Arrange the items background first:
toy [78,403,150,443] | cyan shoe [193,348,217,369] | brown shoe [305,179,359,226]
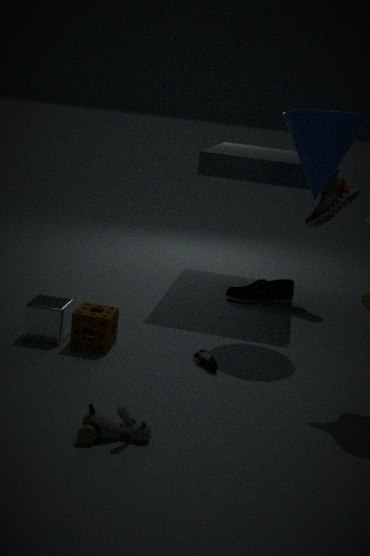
brown shoe [305,179,359,226]
cyan shoe [193,348,217,369]
toy [78,403,150,443]
